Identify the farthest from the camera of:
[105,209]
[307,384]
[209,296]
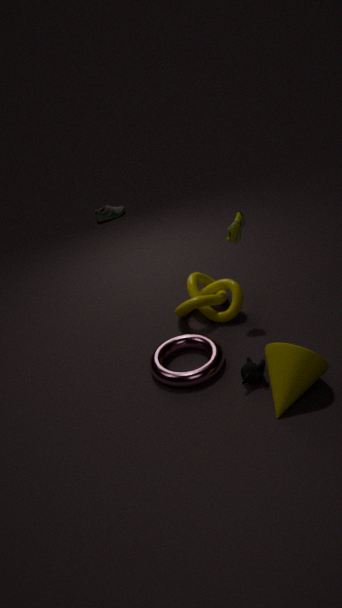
[105,209]
